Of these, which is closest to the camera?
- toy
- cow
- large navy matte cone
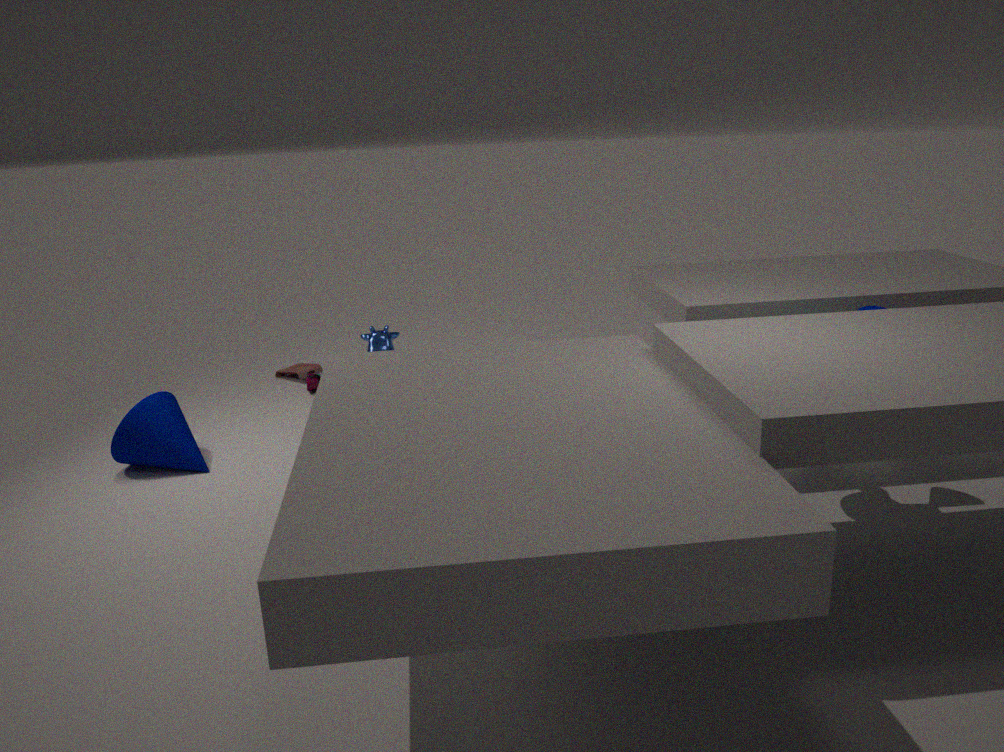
large navy matte cone
